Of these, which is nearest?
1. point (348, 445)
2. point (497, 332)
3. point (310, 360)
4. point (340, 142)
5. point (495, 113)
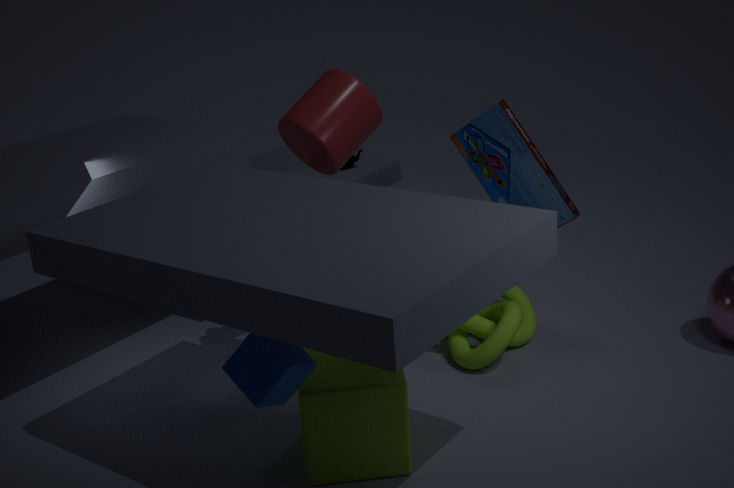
point (310, 360)
